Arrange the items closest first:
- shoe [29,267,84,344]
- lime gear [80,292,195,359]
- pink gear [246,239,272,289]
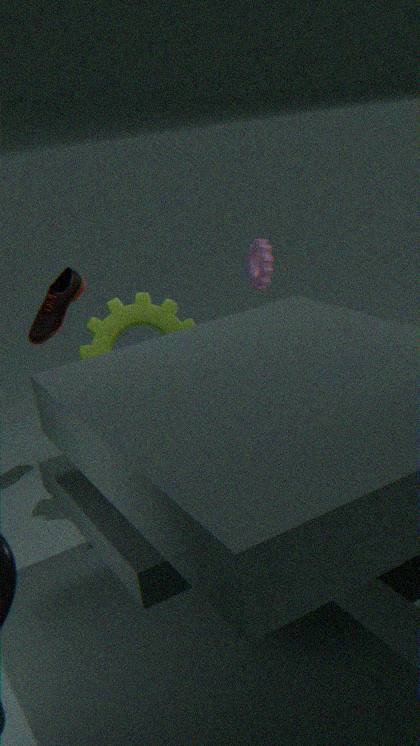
lime gear [80,292,195,359] → shoe [29,267,84,344] → pink gear [246,239,272,289]
